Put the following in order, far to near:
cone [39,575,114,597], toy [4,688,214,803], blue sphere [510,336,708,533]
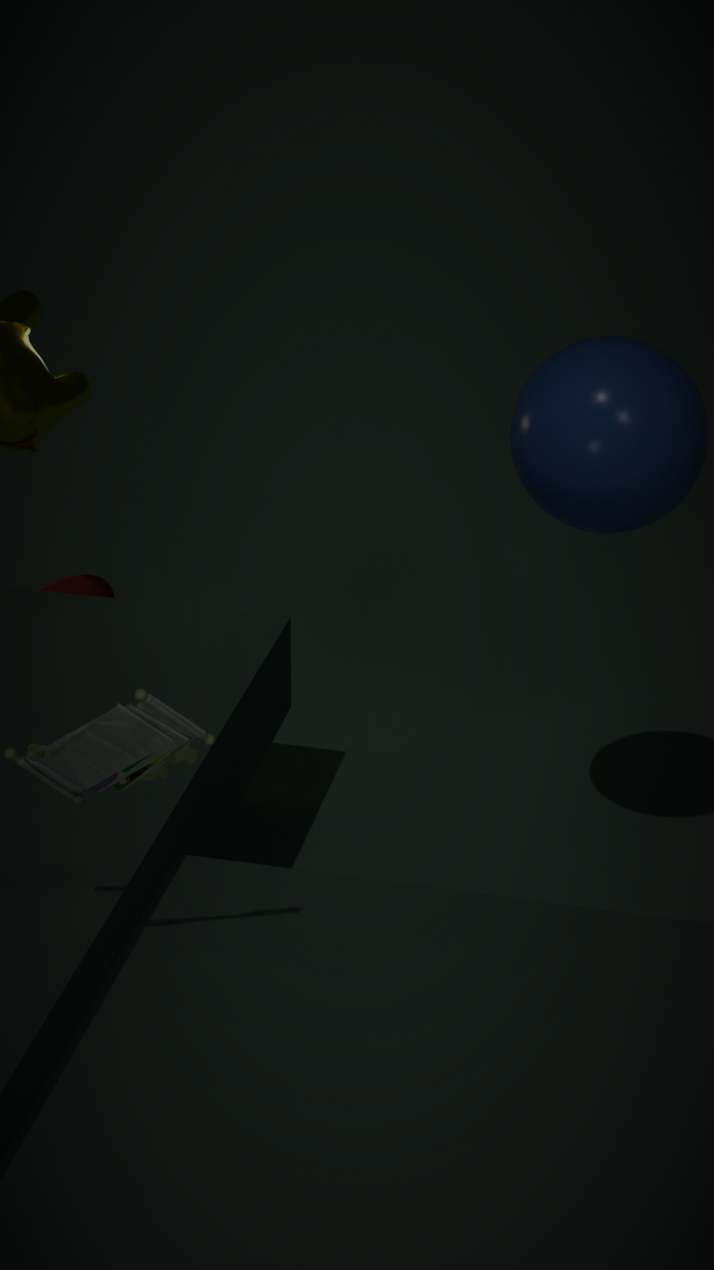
cone [39,575,114,597], blue sphere [510,336,708,533], toy [4,688,214,803]
